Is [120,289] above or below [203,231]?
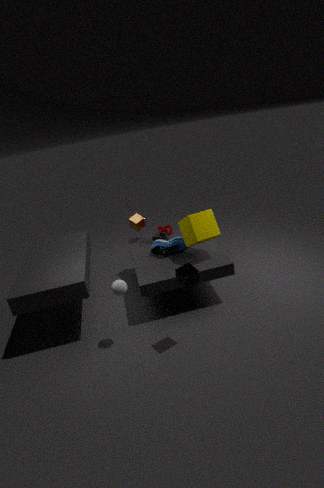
below
